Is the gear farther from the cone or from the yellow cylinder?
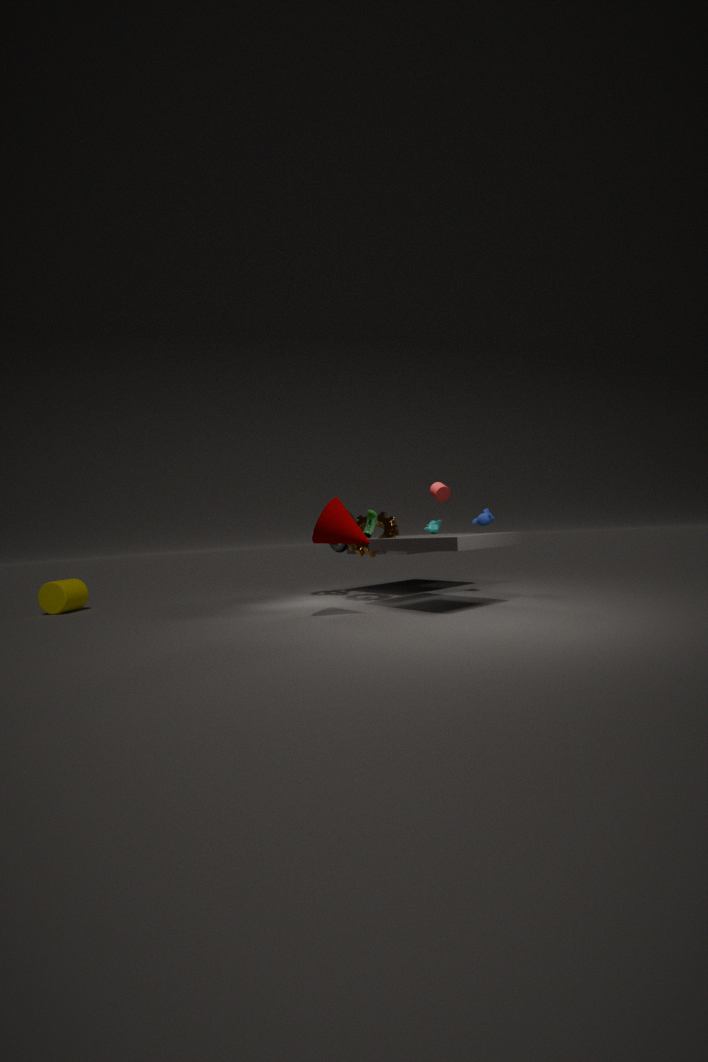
the yellow cylinder
